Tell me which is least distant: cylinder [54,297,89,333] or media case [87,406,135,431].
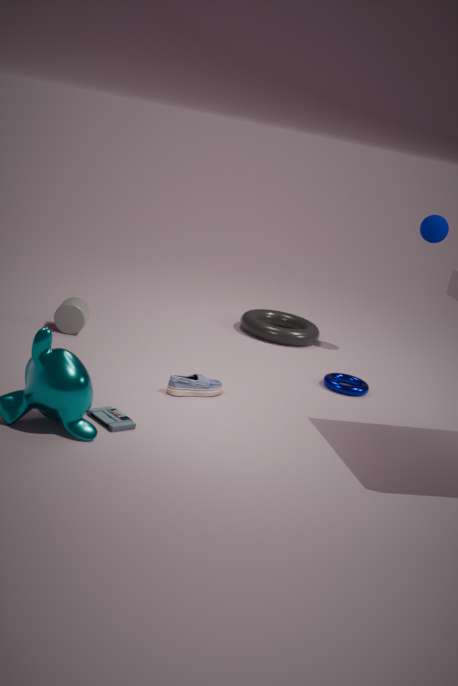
media case [87,406,135,431]
